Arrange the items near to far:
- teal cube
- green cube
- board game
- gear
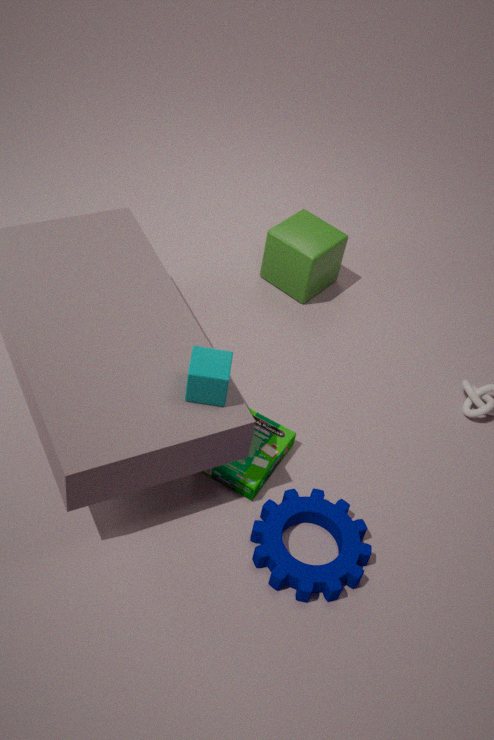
teal cube < gear < board game < green cube
